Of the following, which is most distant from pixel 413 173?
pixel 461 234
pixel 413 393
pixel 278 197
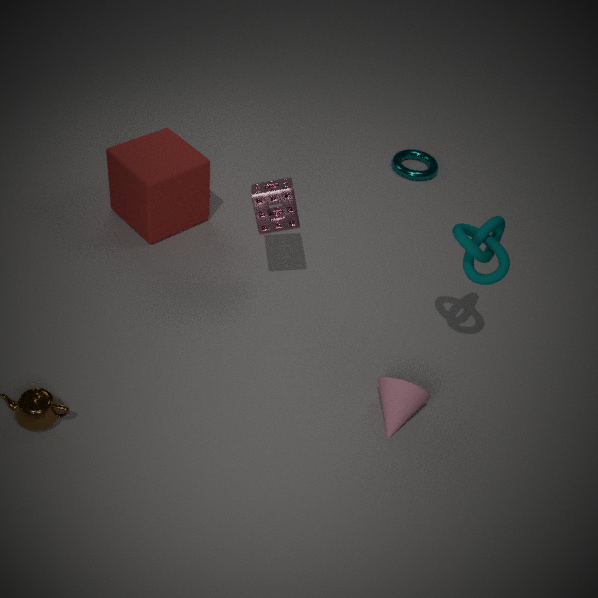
pixel 413 393
